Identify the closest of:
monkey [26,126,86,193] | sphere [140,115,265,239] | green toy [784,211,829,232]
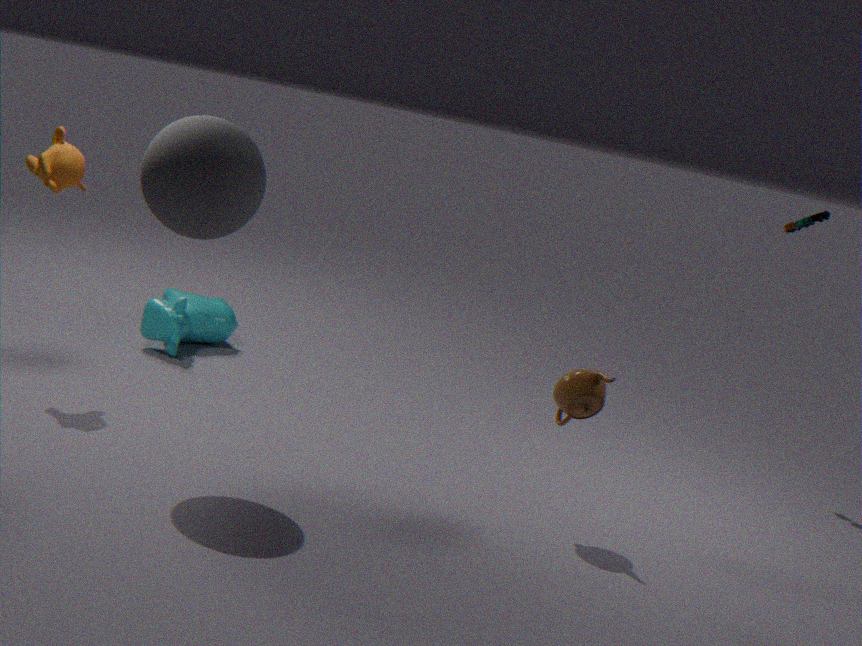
sphere [140,115,265,239]
